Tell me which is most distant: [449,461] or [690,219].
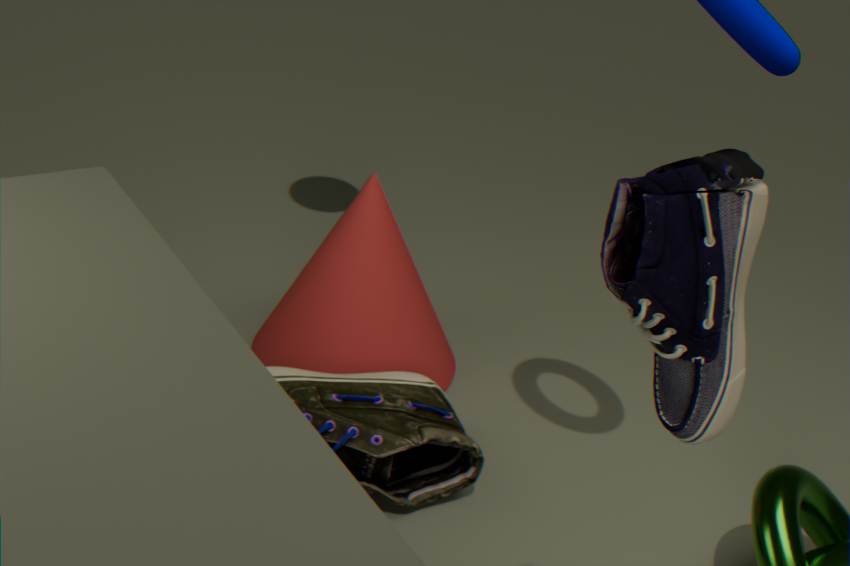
[449,461]
